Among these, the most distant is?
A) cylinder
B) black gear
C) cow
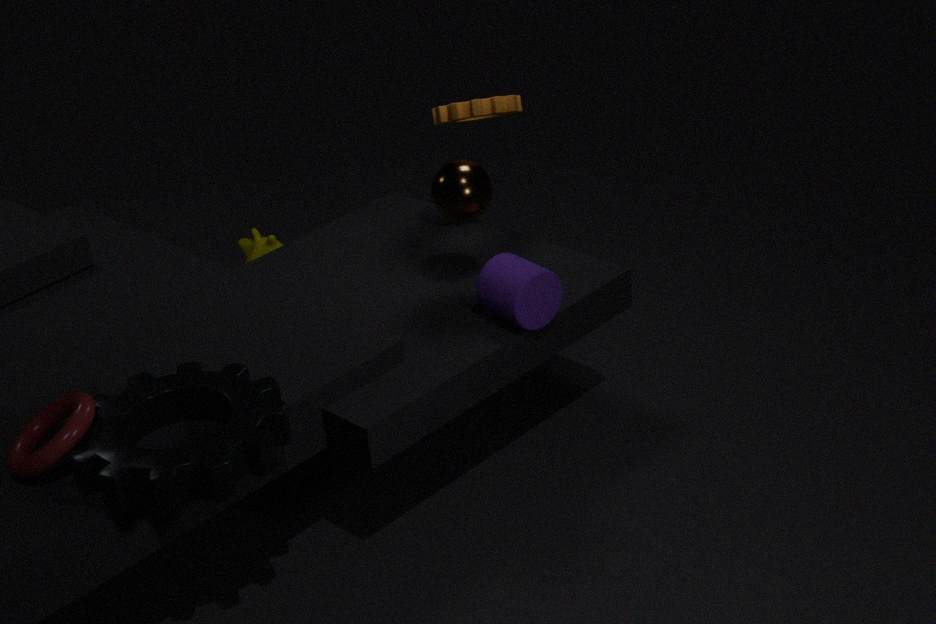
cow
